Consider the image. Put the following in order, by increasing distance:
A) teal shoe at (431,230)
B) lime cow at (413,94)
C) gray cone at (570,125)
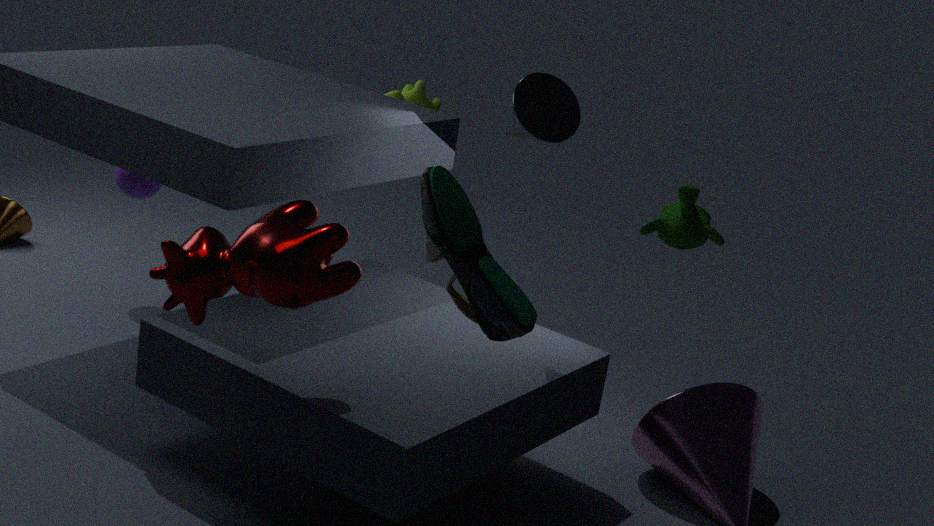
teal shoe at (431,230) < gray cone at (570,125) < lime cow at (413,94)
